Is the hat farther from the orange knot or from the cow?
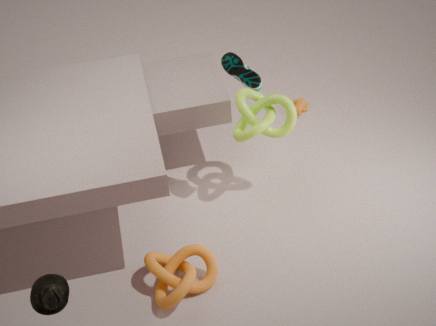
the cow
